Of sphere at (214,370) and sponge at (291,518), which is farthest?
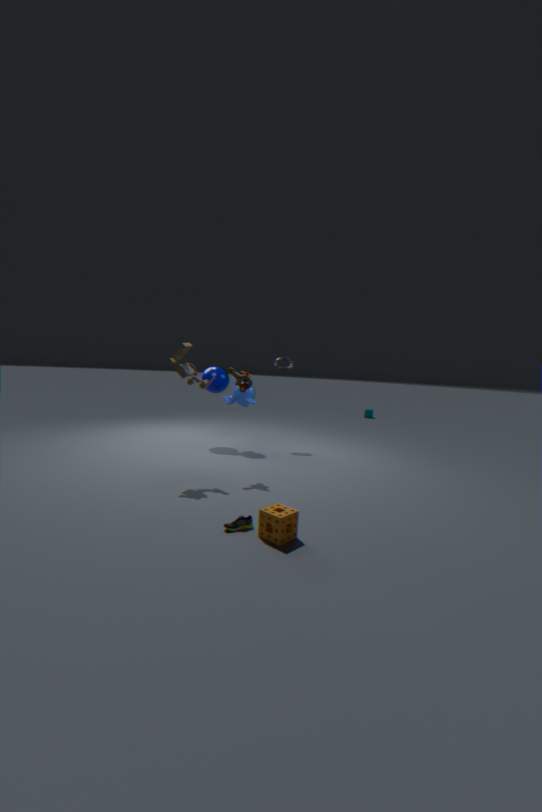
sphere at (214,370)
